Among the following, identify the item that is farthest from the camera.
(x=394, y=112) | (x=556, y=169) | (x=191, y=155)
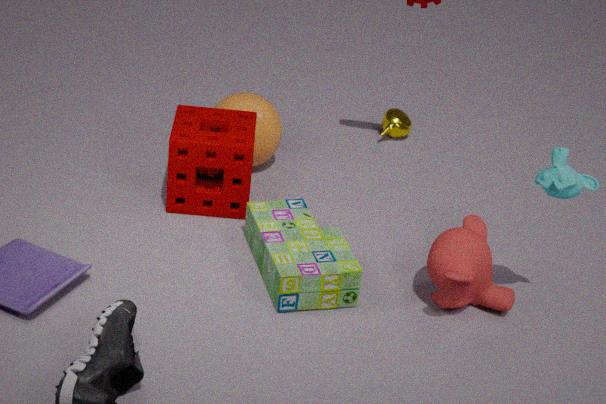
(x=394, y=112)
